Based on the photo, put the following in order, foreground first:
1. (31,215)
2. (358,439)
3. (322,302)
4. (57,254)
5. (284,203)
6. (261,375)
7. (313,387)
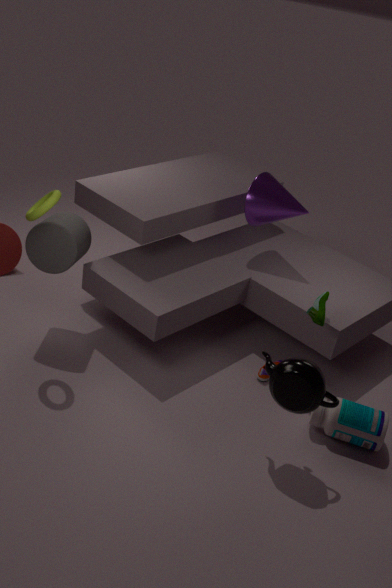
(313,387)
(31,215)
(358,439)
(57,254)
(322,302)
(261,375)
(284,203)
